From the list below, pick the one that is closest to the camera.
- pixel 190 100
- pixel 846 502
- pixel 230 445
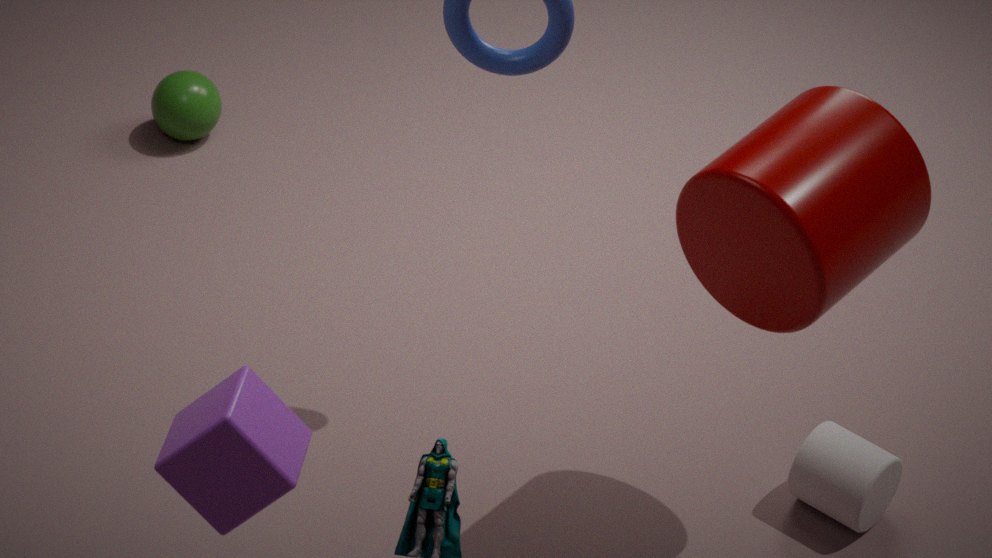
pixel 230 445
